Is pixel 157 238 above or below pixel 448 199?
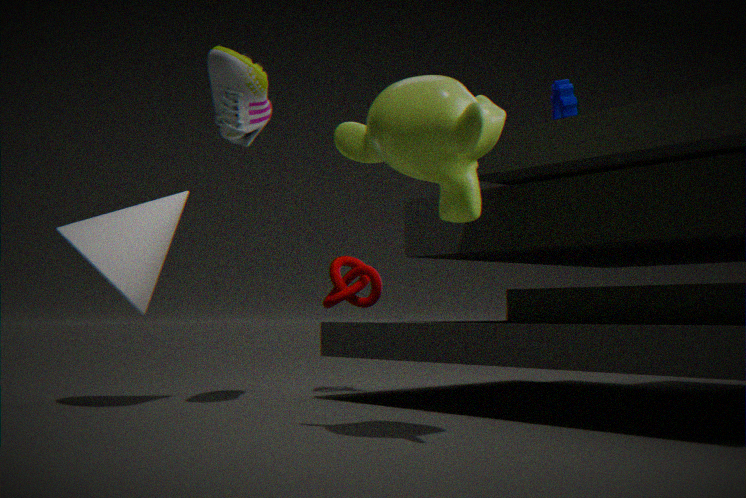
below
